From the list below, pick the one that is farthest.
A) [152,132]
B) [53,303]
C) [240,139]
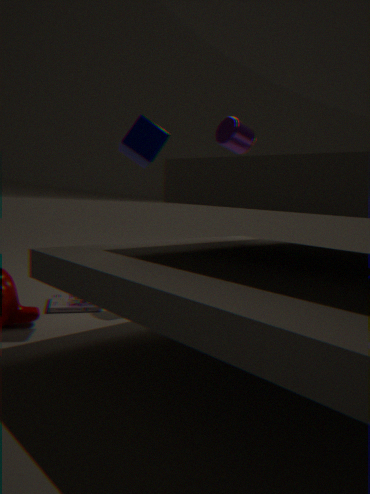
[240,139]
